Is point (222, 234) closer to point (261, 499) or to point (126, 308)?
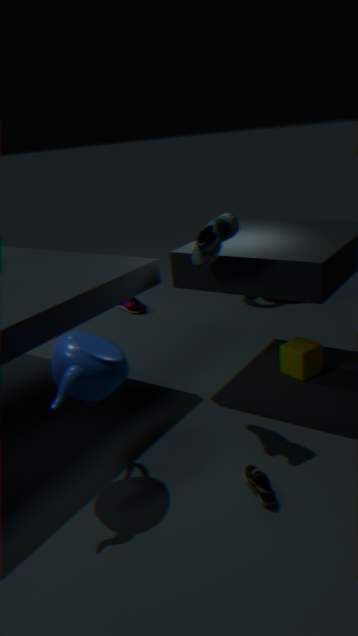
point (261, 499)
